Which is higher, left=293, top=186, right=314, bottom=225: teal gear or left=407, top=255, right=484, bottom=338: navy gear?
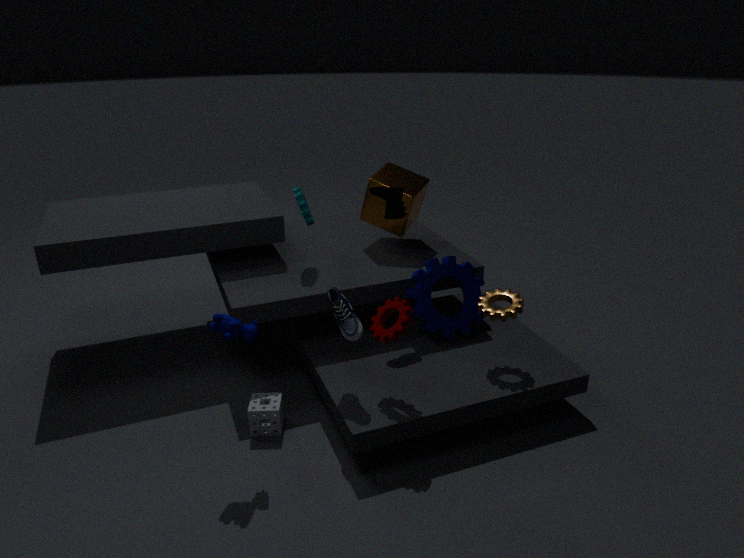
left=293, top=186, right=314, bottom=225: teal gear
